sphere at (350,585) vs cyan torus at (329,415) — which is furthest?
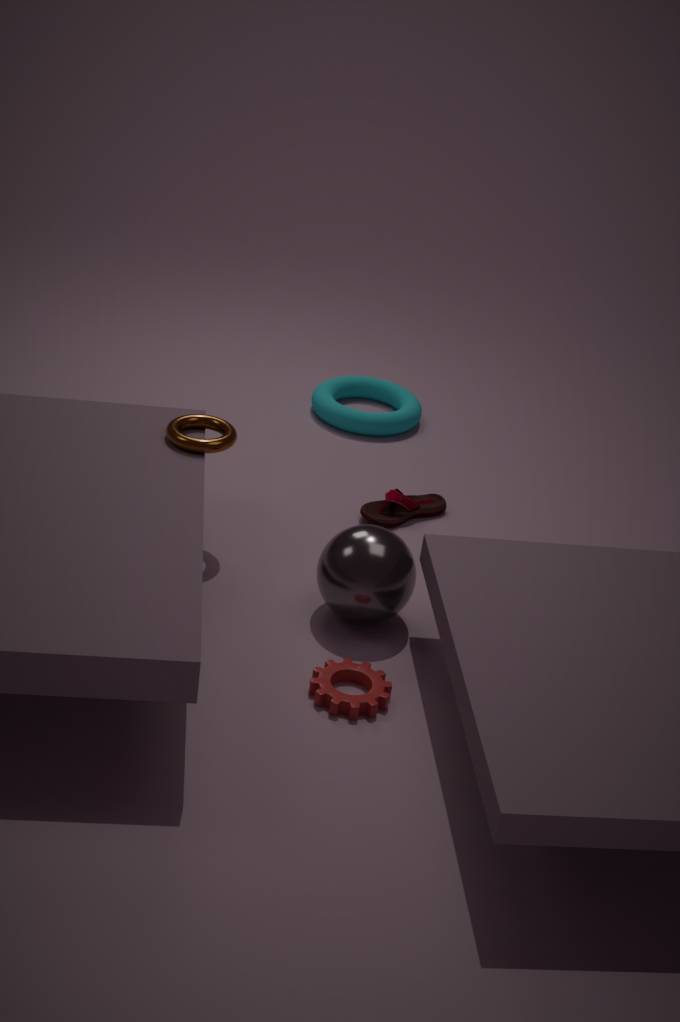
cyan torus at (329,415)
